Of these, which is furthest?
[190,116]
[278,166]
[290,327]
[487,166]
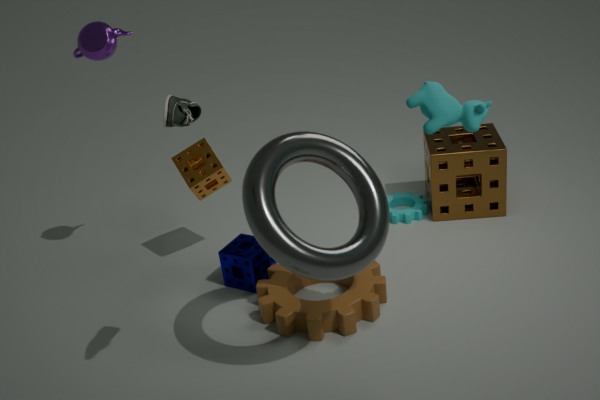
[487,166]
